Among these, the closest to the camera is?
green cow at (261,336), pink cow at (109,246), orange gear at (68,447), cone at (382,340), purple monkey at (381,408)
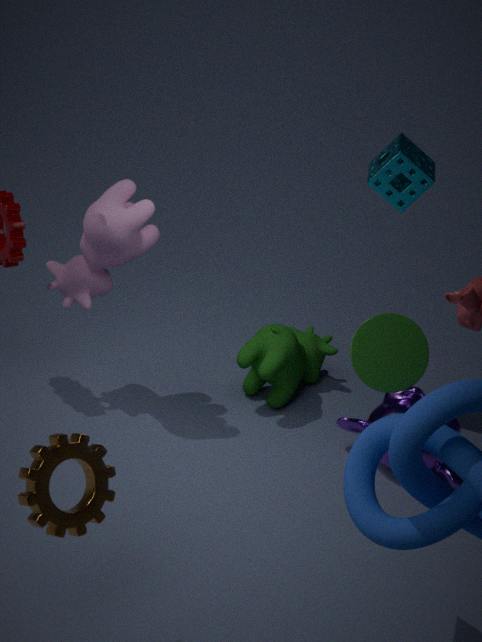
orange gear at (68,447)
